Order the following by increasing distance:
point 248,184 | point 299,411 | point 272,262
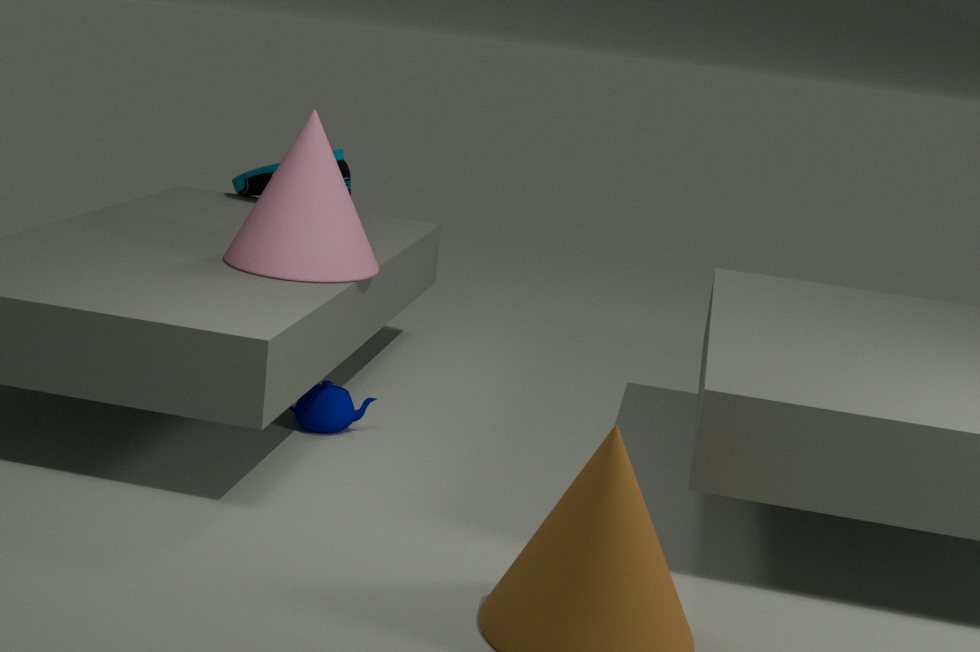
point 272,262, point 299,411, point 248,184
